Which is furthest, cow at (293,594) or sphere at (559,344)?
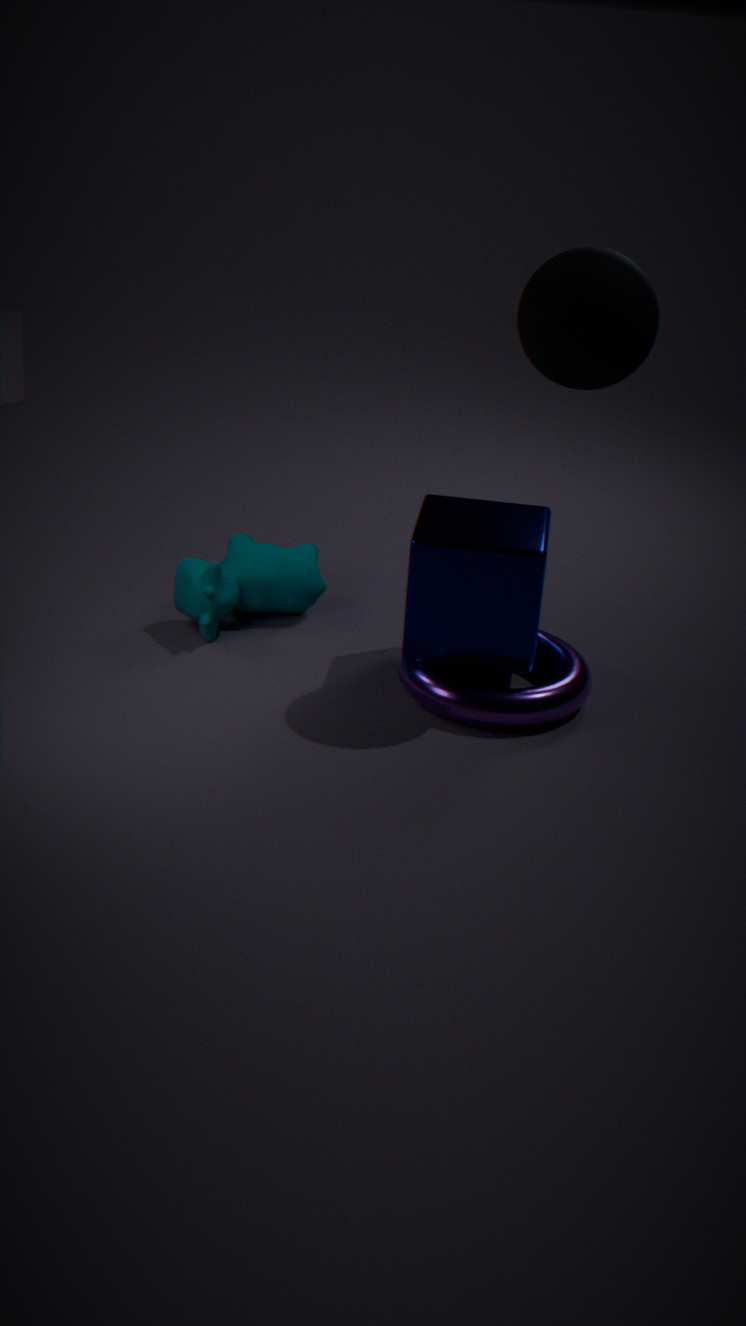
cow at (293,594)
